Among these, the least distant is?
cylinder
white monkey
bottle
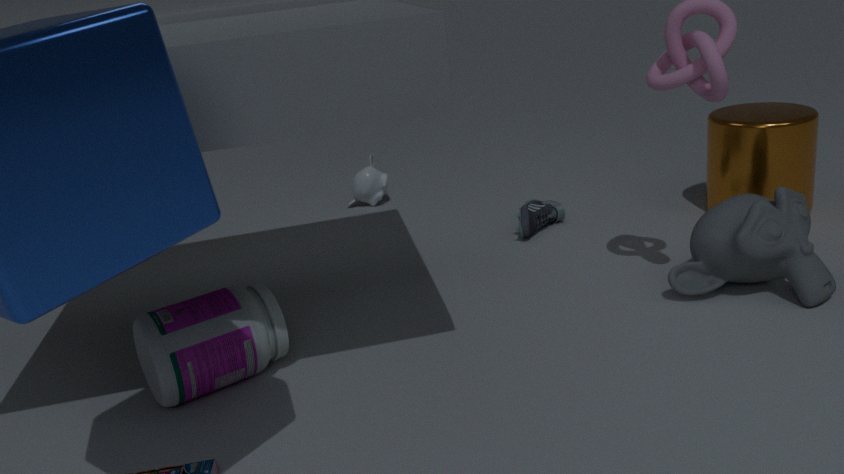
bottle
